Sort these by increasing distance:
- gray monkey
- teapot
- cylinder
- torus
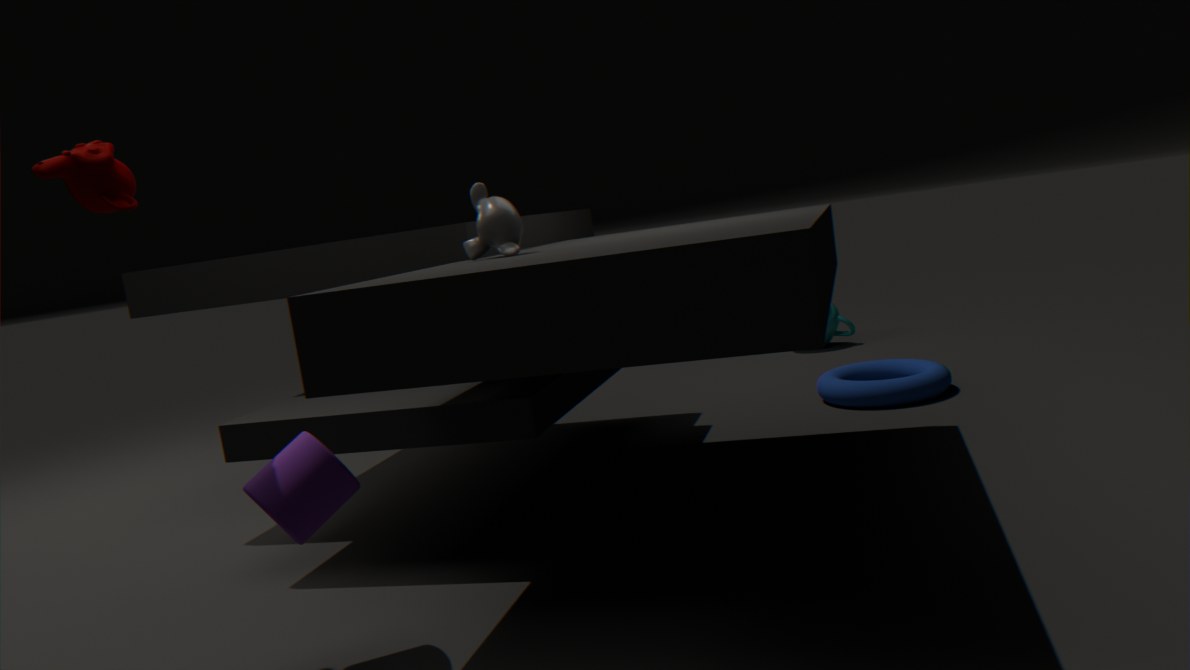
cylinder < gray monkey < torus < teapot
